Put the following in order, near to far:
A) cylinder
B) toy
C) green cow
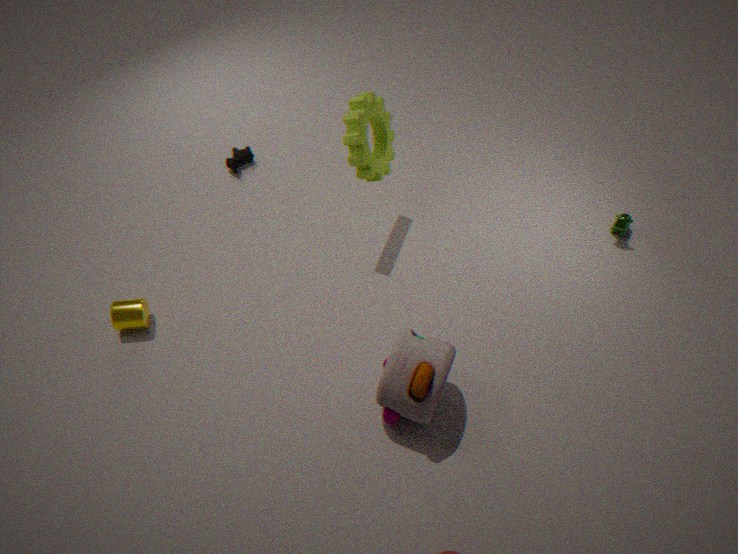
1. toy
2. cylinder
3. green cow
